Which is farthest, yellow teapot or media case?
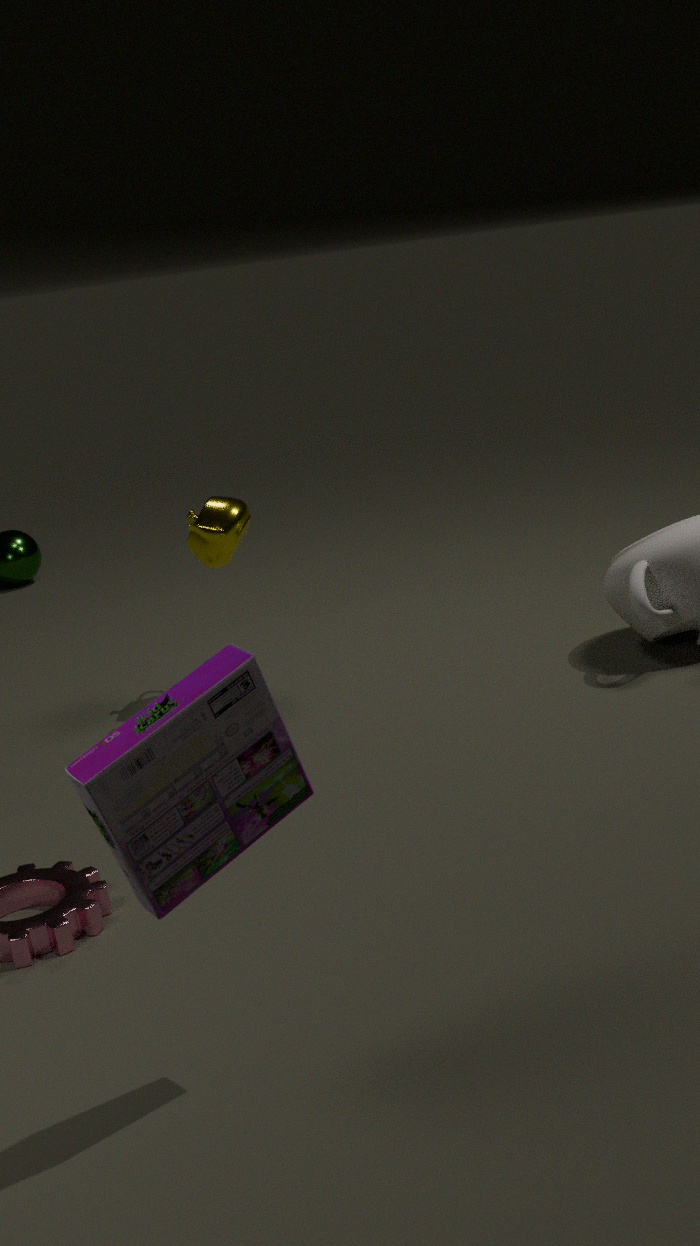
yellow teapot
